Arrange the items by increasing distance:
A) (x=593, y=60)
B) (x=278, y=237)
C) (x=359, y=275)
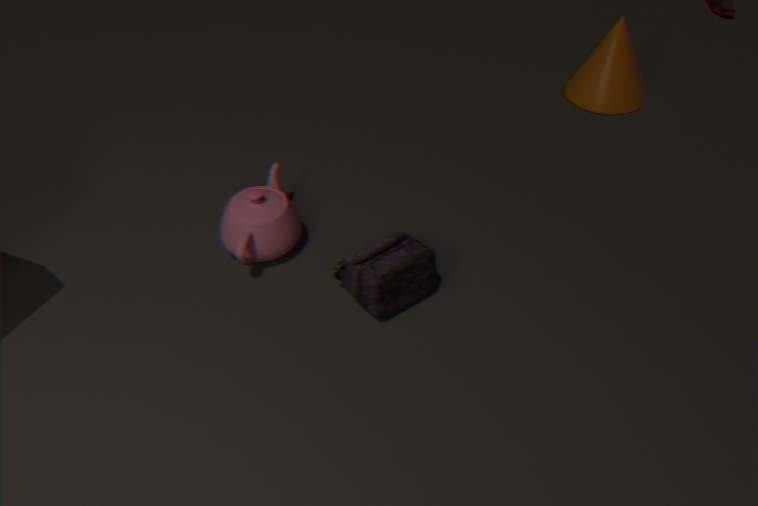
(x=359, y=275) → (x=278, y=237) → (x=593, y=60)
